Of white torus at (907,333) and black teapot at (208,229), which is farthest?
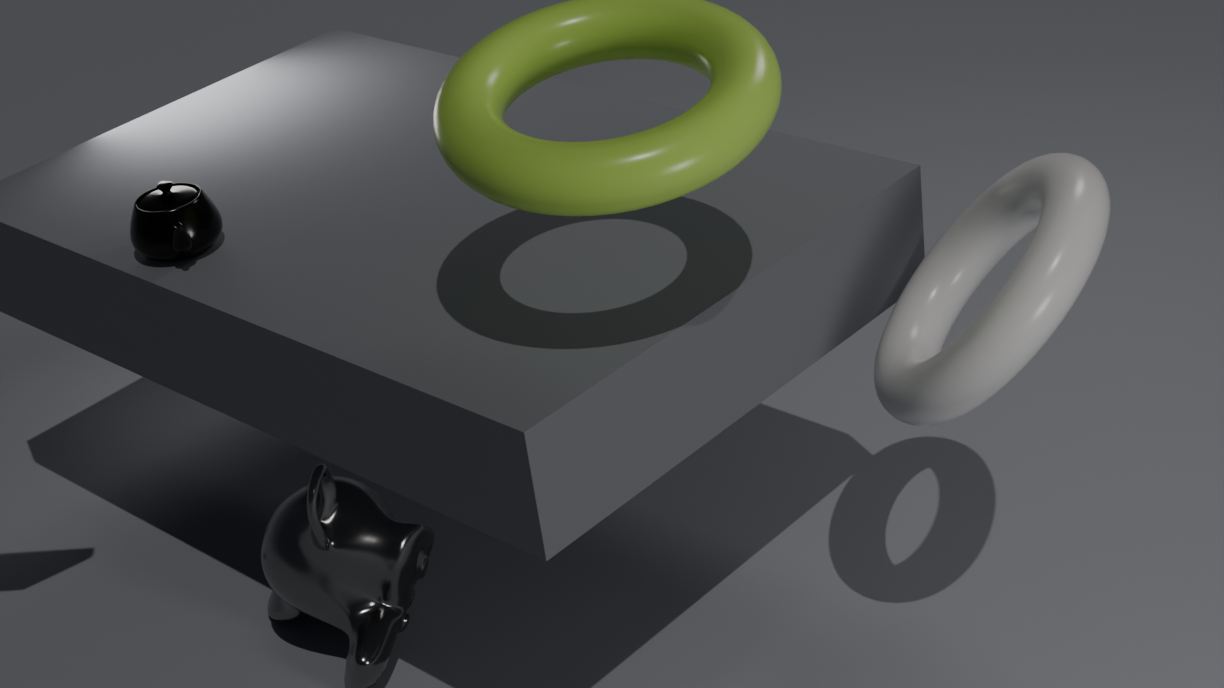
black teapot at (208,229)
